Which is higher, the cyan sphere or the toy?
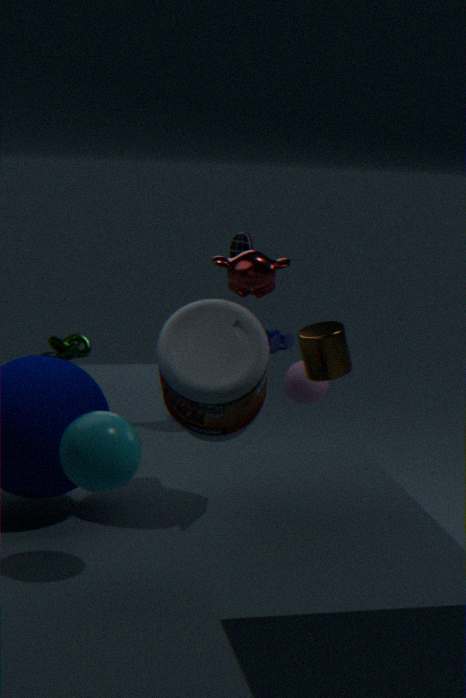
the cyan sphere
